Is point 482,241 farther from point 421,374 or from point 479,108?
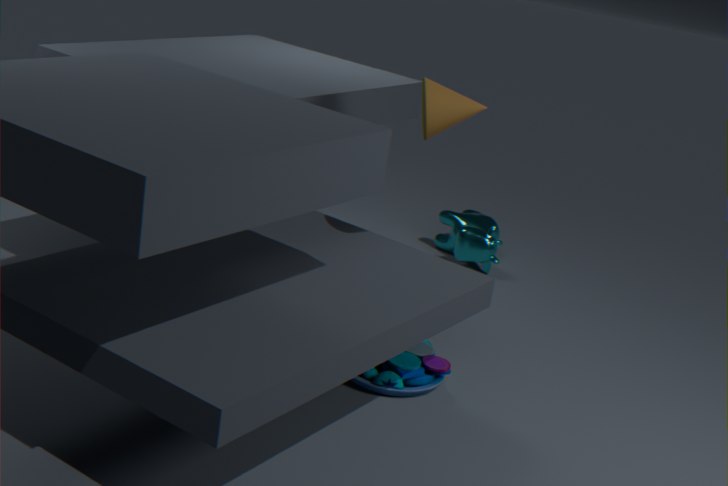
point 479,108
